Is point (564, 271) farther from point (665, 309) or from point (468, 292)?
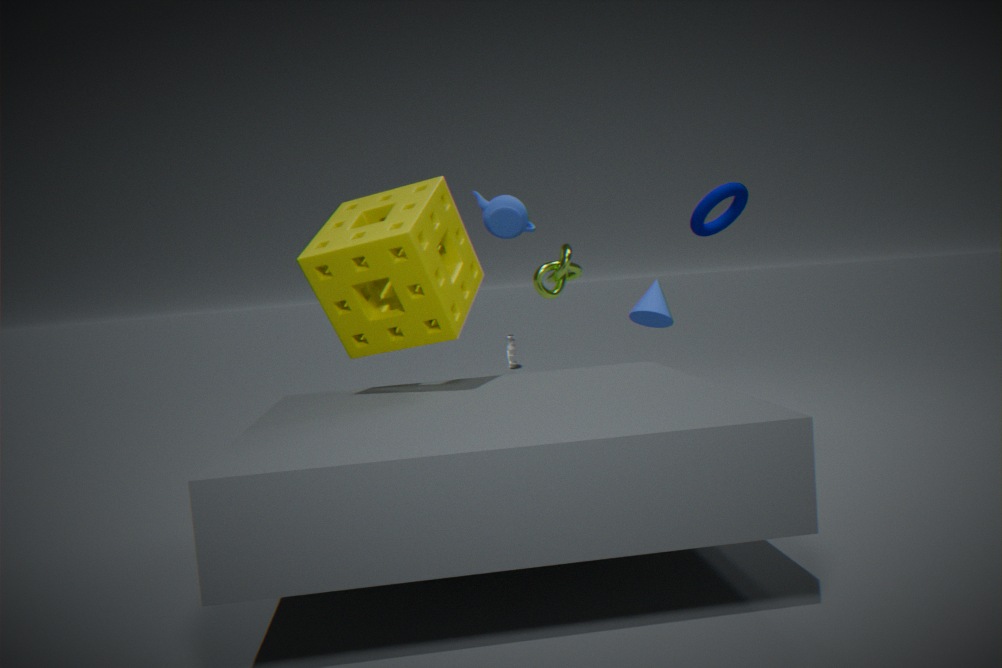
point (468, 292)
